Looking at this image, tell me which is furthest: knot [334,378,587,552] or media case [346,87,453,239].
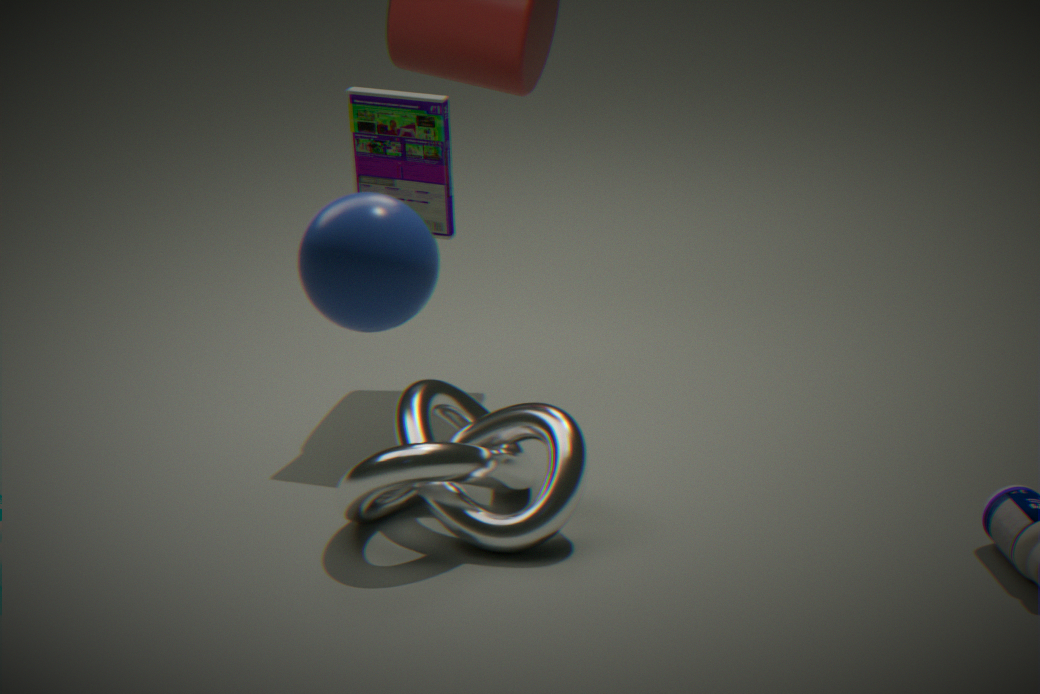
media case [346,87,453,239]
